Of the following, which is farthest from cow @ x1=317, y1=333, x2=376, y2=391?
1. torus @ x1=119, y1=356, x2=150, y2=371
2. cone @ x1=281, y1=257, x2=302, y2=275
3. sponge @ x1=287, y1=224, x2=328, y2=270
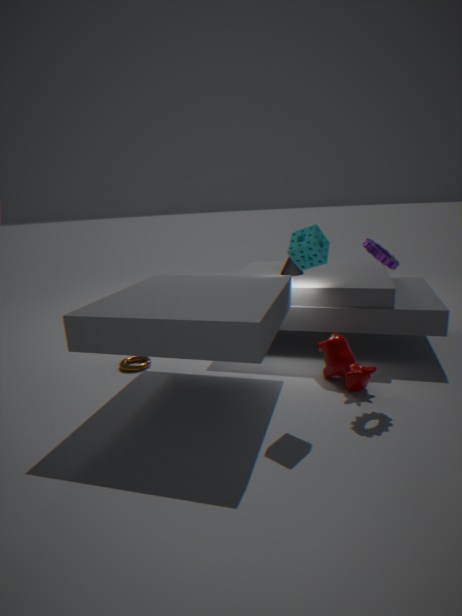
torus @ x1=119, y1=356, x2=150, y2=371
